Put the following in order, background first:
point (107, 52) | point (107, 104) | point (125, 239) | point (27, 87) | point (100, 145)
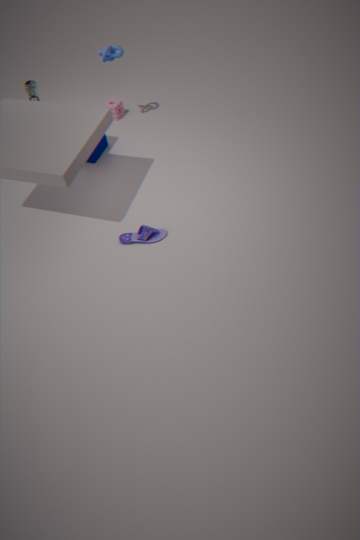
point (107, 104)
point (100, 145)
point (27, 87)
point (107, 52)
point (125, 239)
